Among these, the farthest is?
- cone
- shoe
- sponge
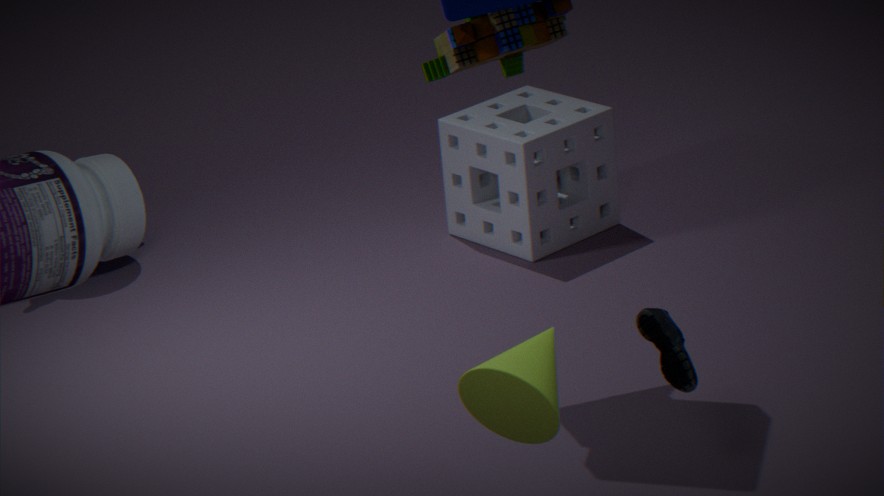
sponge
